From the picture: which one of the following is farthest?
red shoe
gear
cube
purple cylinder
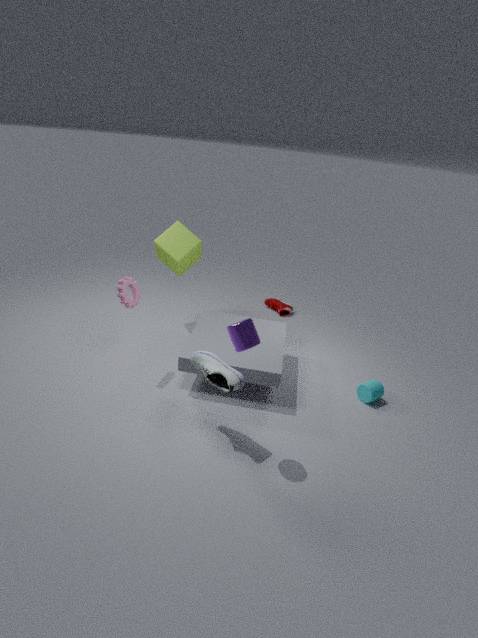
red shoe
